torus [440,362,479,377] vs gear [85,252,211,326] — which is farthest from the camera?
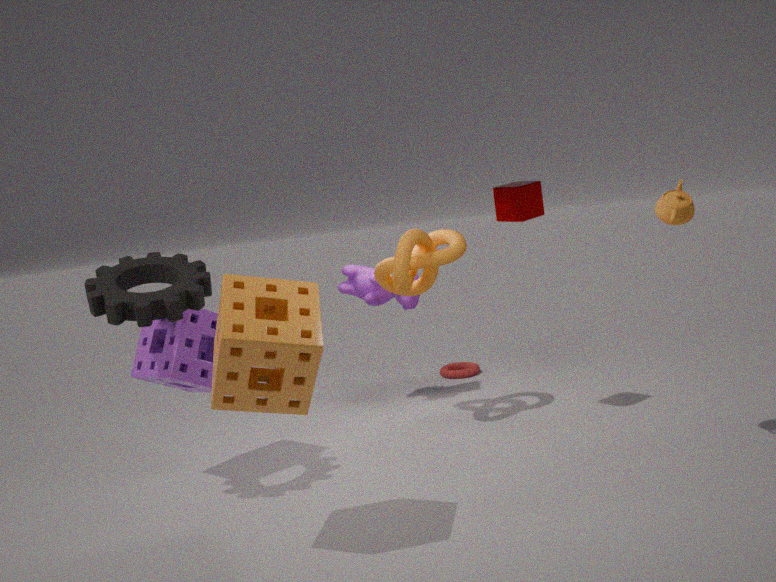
torus [440,362,479,377]
